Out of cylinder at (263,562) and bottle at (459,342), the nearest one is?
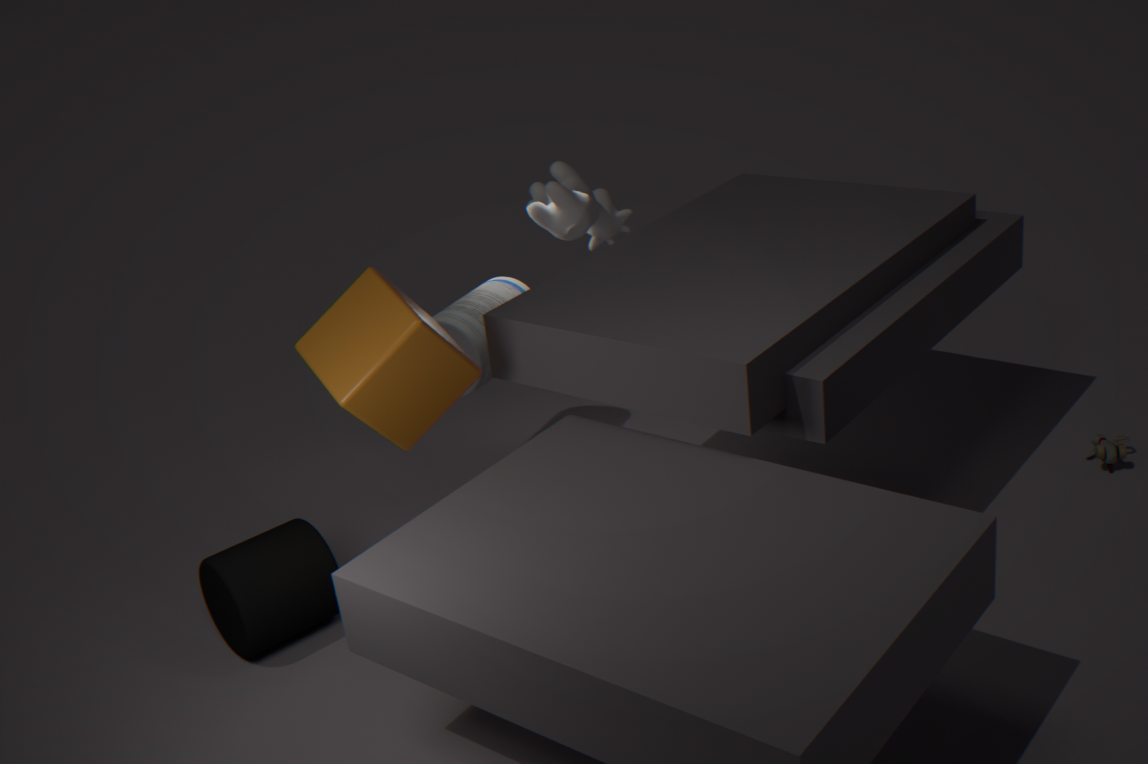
cylinder at (263,562)
